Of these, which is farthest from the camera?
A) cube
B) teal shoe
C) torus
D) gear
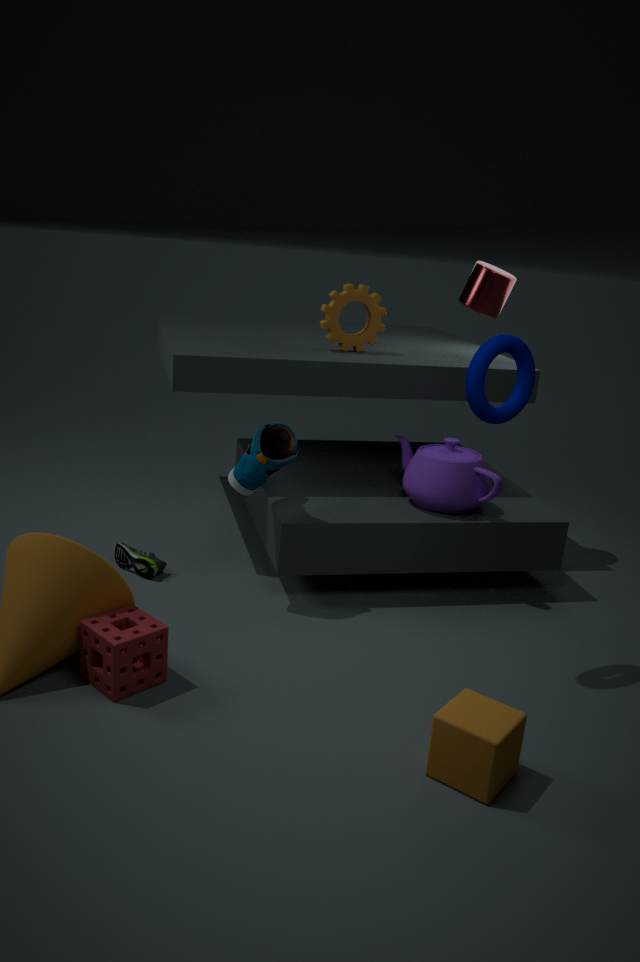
gear
